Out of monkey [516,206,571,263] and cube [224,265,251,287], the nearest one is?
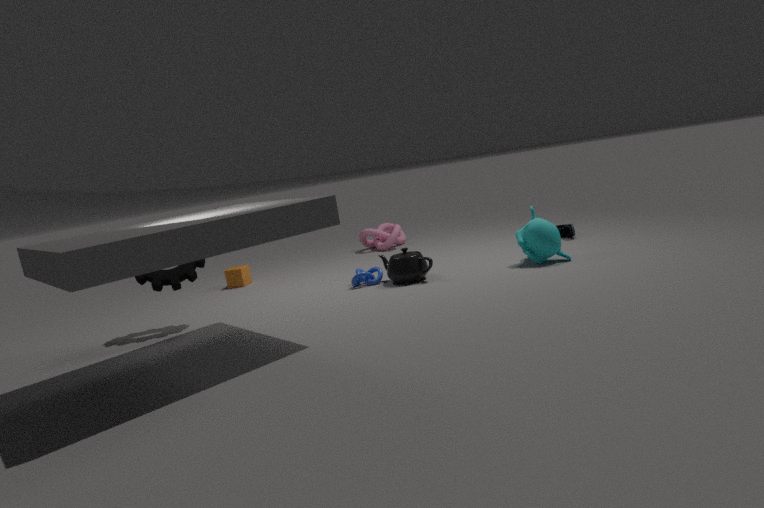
monkey [516,206,571,263]
